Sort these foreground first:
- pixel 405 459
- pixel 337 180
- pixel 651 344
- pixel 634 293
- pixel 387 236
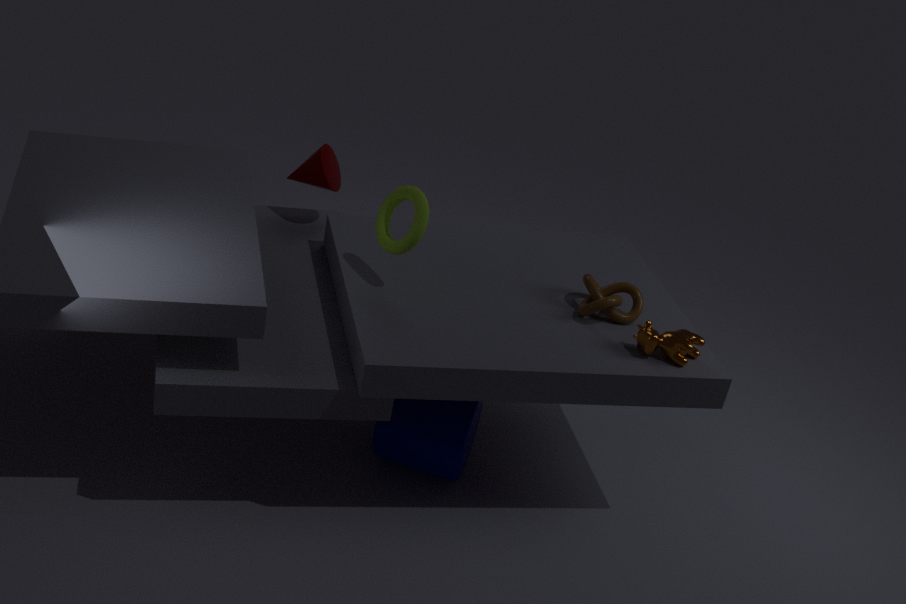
pixel 651 344 < pixel 387 236 < pixel 634 293 < pixel 405 459 < pixel 337 180
